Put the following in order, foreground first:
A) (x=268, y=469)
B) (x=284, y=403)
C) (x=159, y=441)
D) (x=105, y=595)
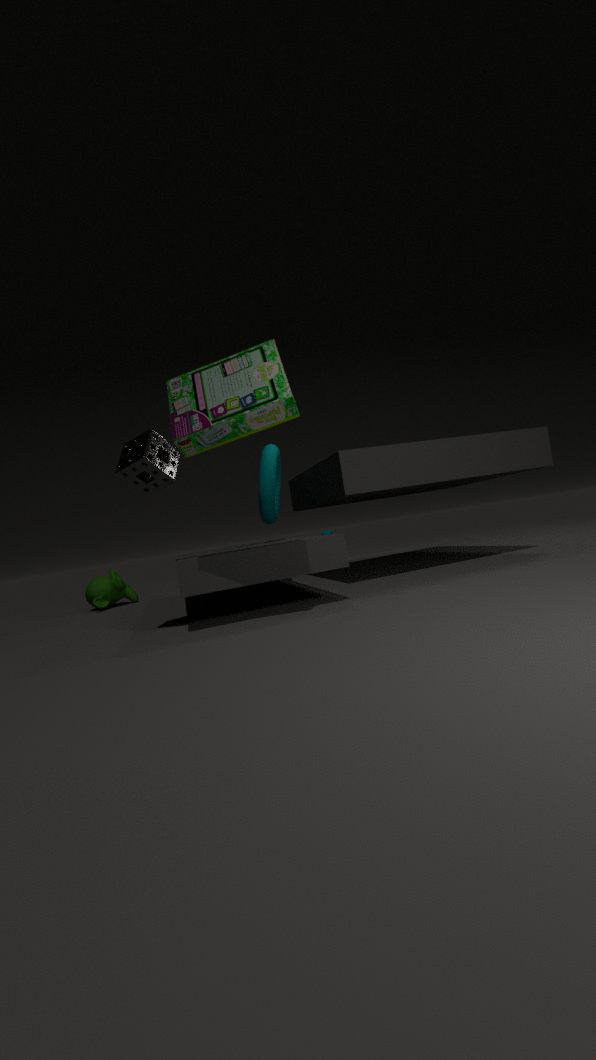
(x=284, y=403), (x=159, y=441), (x=268, y=469), (x=105, y=595)
